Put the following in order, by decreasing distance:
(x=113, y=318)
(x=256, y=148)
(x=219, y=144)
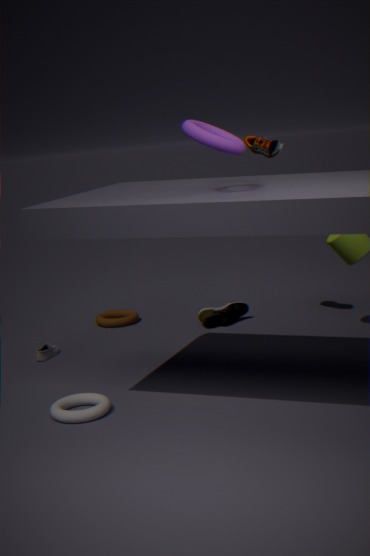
(x=113, y=318), (x=256, y=148), (x=219, y=144)
